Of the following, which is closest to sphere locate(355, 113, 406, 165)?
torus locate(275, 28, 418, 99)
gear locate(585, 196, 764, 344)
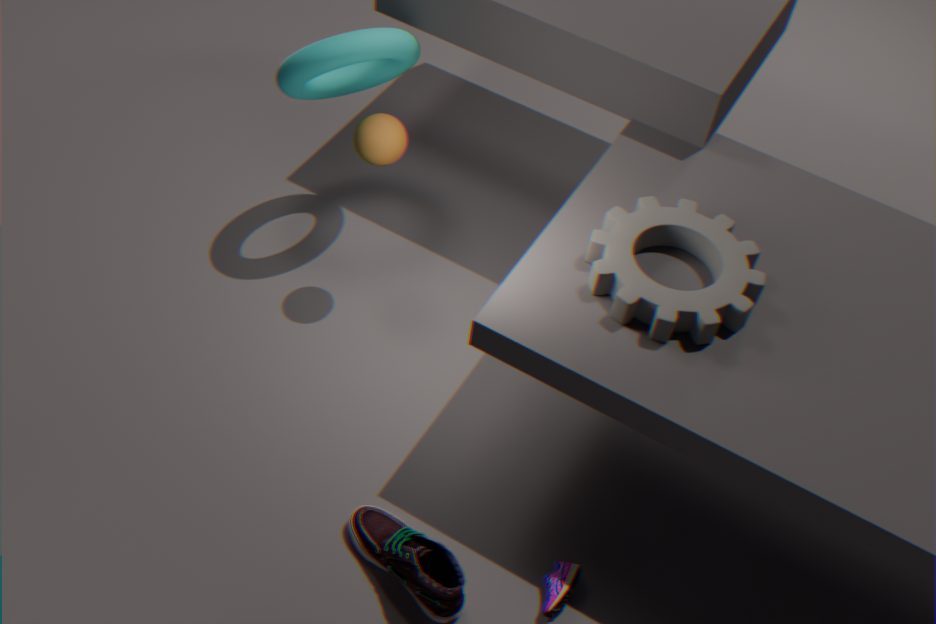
torus locate(275, 28, 418, 99)
